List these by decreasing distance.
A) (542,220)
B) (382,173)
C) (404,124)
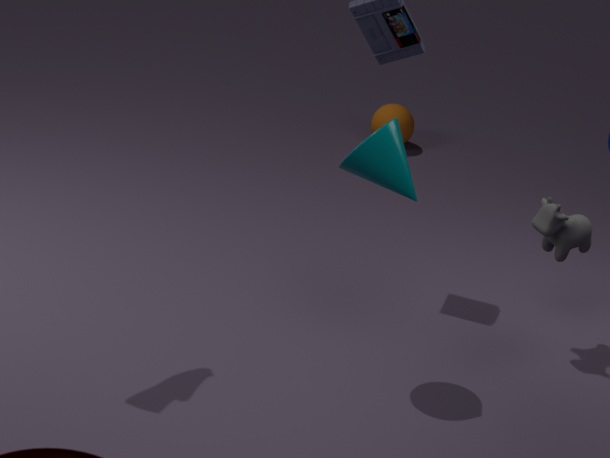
(404,124) → (542,220) → (382,173)
